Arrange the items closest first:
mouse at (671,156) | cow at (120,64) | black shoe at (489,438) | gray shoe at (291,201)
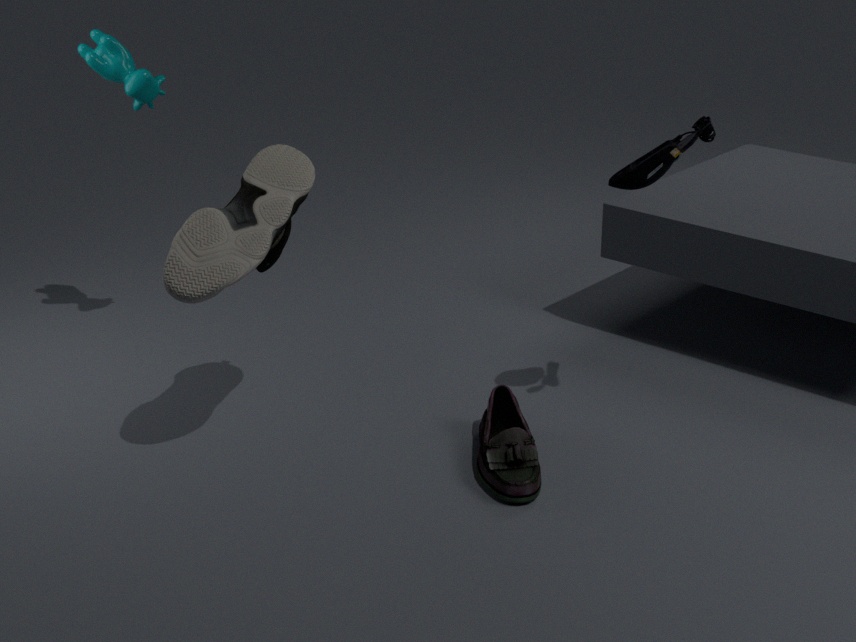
gray shoe at (291,201) < mouse at (671,156) < black shoe at (489,438) < cow at (120,64)
